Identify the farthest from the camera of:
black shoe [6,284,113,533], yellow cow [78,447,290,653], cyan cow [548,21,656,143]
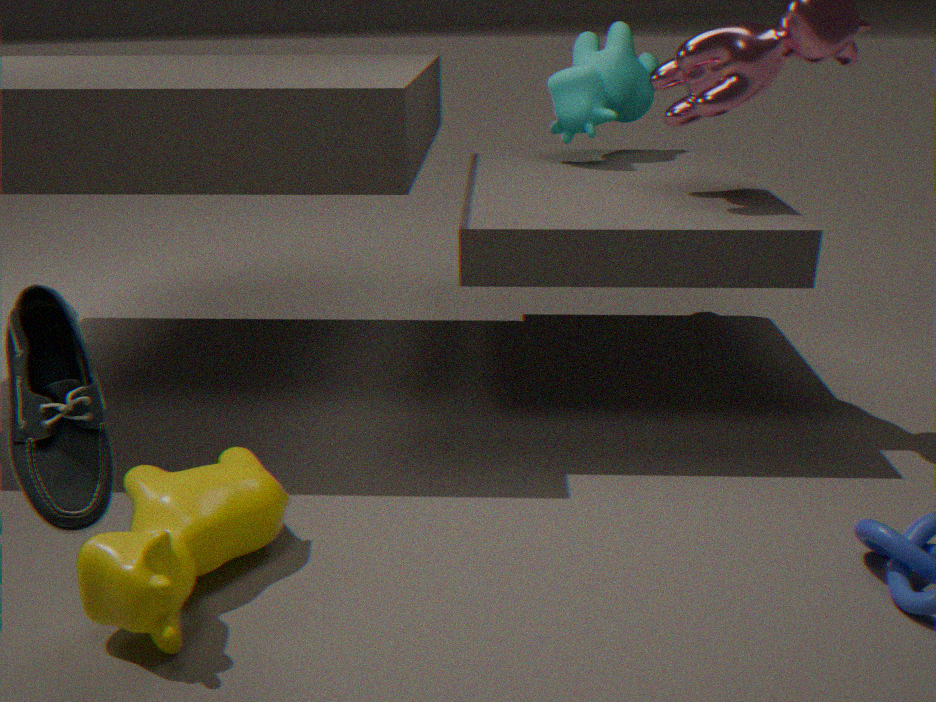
cyan cow [548,21,656,143]
